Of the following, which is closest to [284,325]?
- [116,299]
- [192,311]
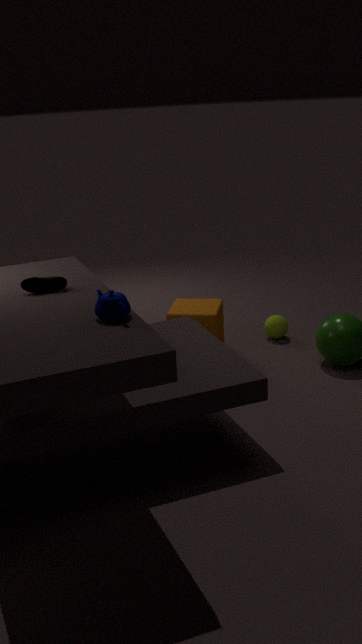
[192,311]
